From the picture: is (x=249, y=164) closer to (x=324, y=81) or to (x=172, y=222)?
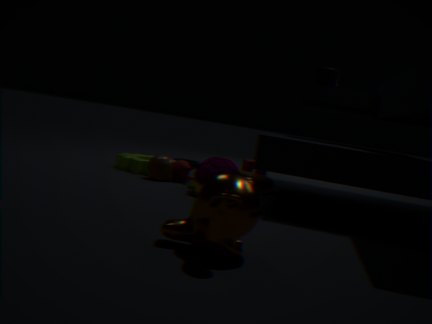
(x=324, y=81)
